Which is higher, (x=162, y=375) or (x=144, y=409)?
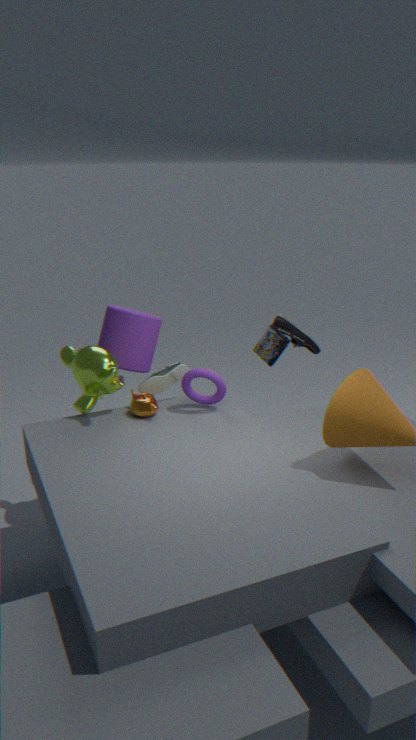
(x=162, y=375)
